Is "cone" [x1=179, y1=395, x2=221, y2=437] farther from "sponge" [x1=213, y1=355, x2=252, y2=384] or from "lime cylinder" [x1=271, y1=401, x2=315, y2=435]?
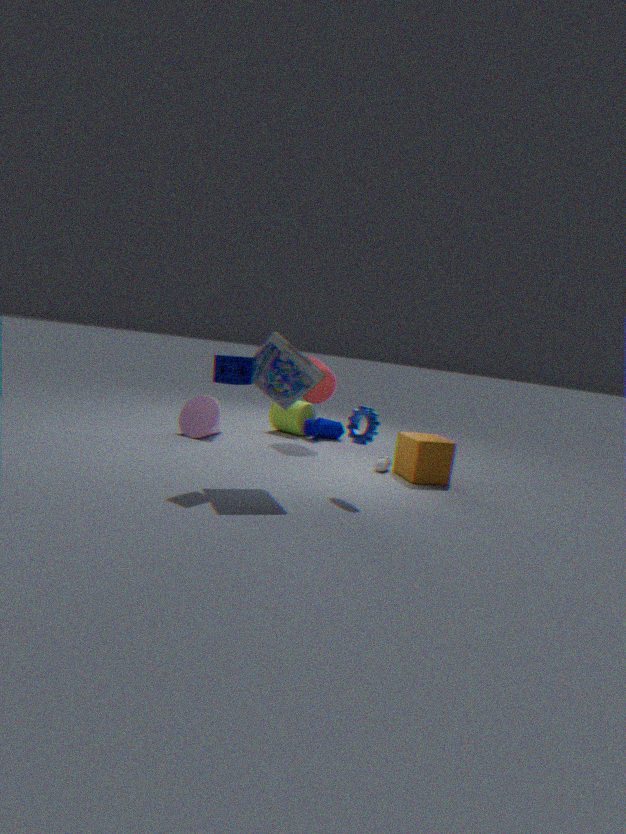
"sponge" [x1=213, y1=355, x2=252, y2=384]
